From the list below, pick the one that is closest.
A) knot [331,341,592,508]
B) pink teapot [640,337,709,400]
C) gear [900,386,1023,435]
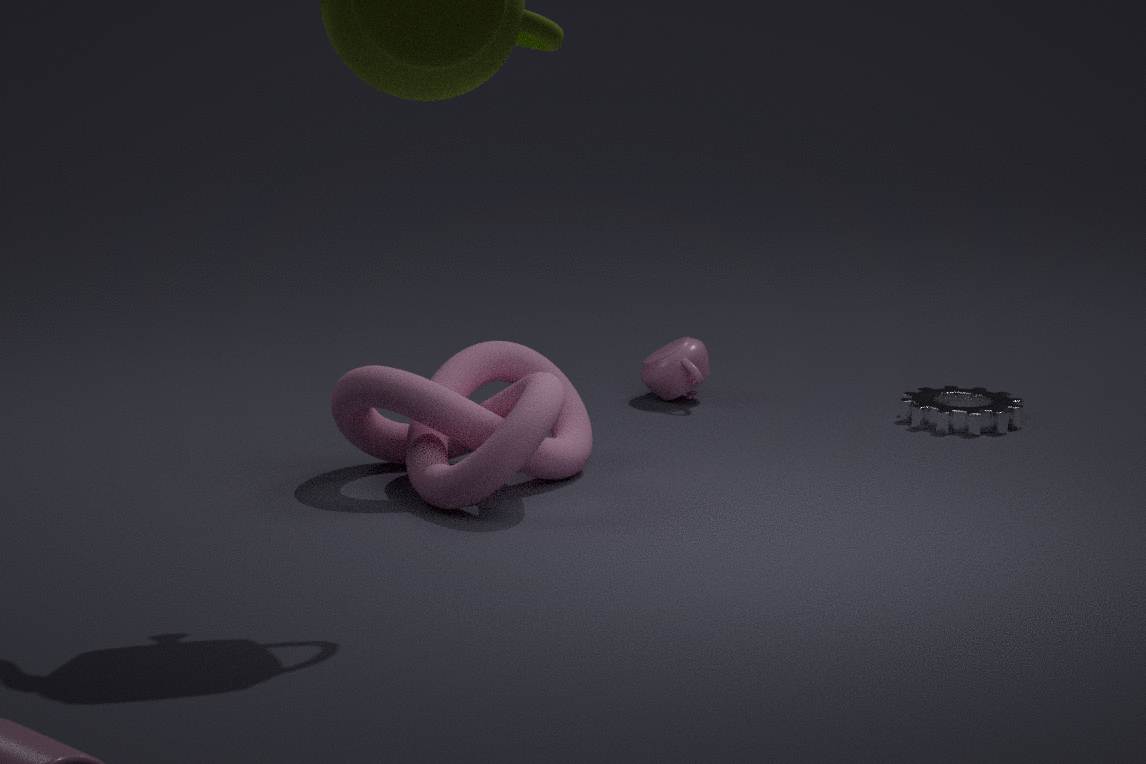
knot [331,341,592,508]
